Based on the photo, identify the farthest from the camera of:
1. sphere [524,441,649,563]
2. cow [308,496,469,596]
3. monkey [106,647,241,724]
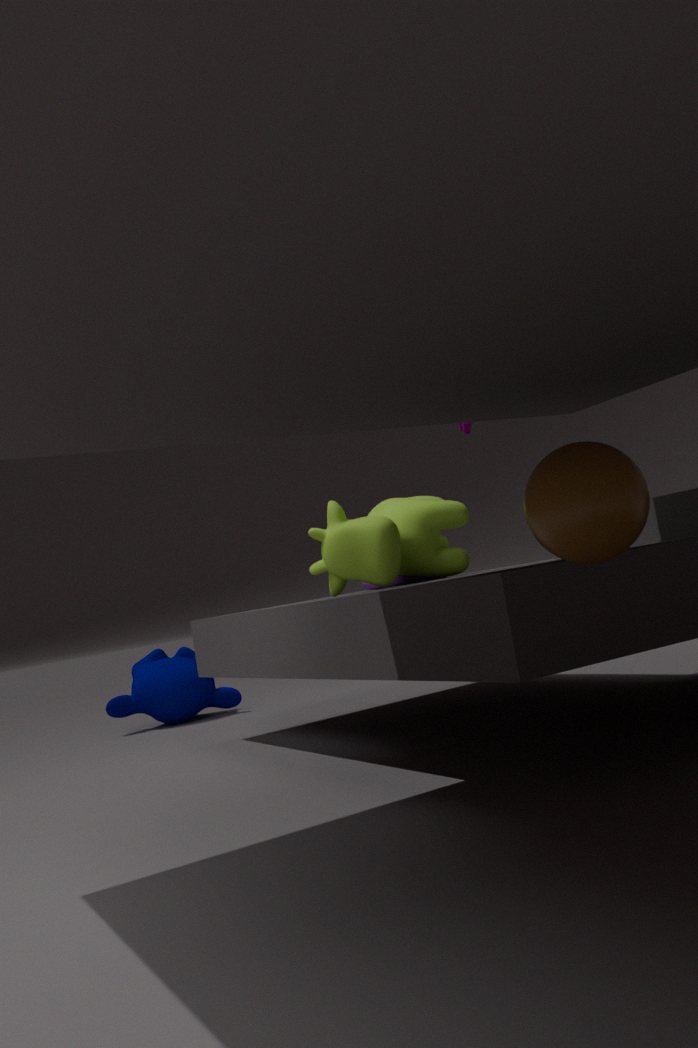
monkey [106,647,241,724]
